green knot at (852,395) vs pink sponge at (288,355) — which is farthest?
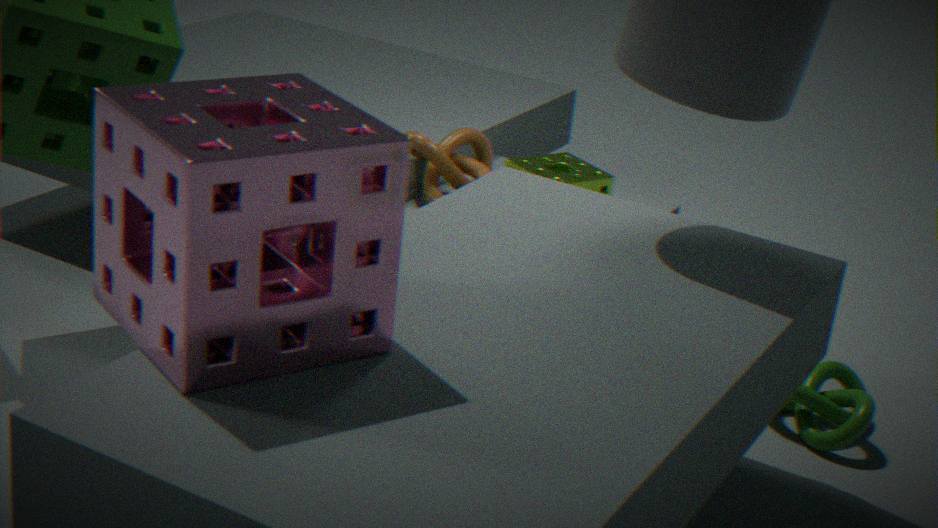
green knot at (852,395)
